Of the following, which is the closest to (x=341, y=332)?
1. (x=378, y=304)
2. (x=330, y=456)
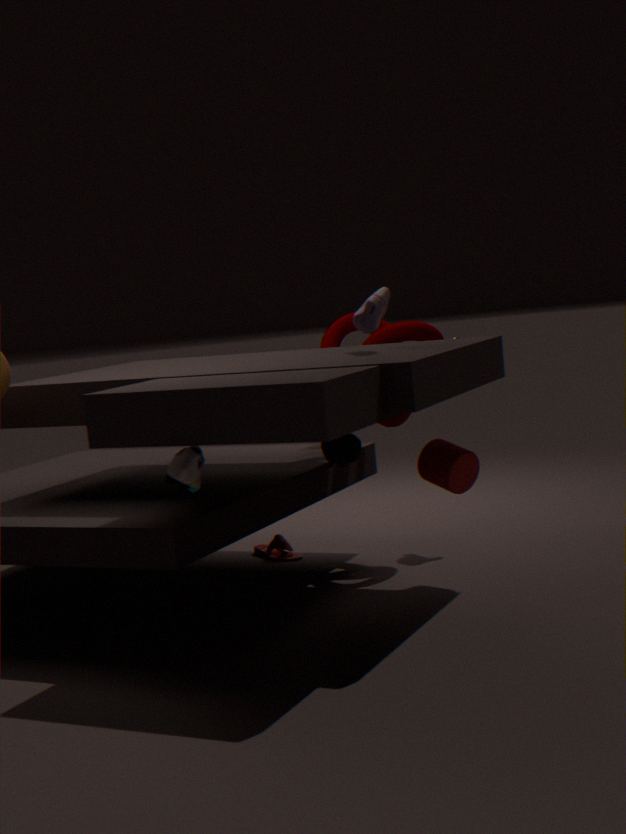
(x=330, y=456)
